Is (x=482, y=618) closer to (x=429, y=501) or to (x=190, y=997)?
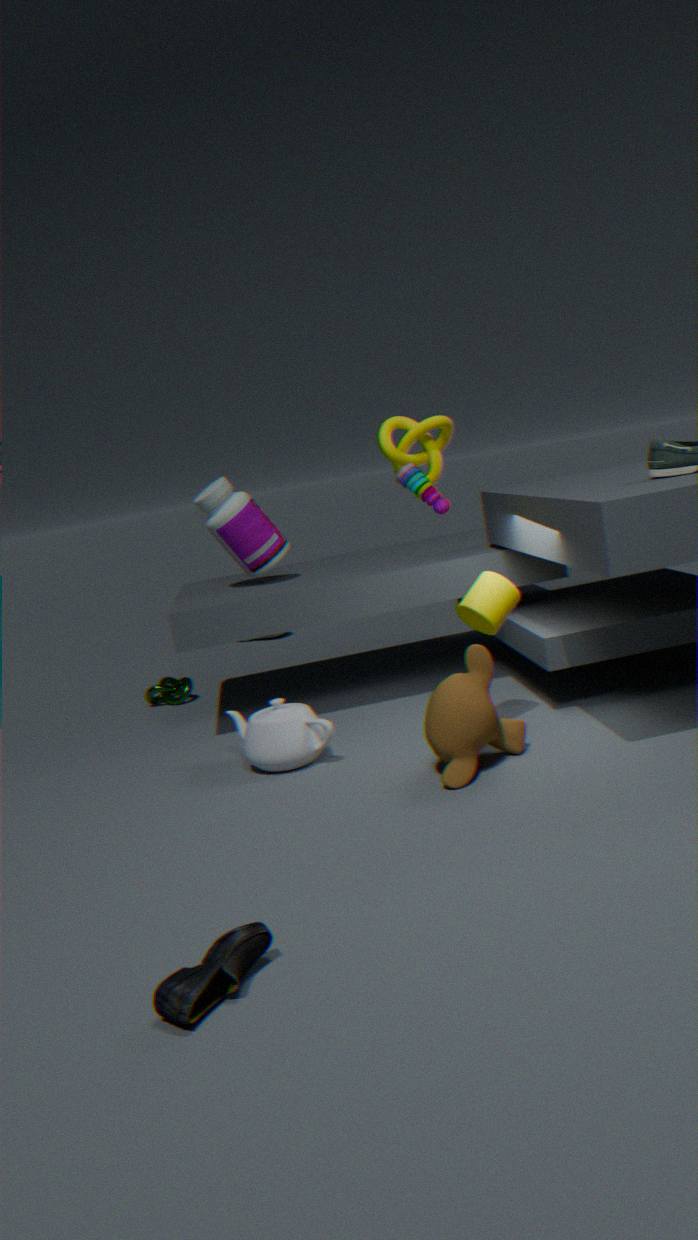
(x=429, y=501)
